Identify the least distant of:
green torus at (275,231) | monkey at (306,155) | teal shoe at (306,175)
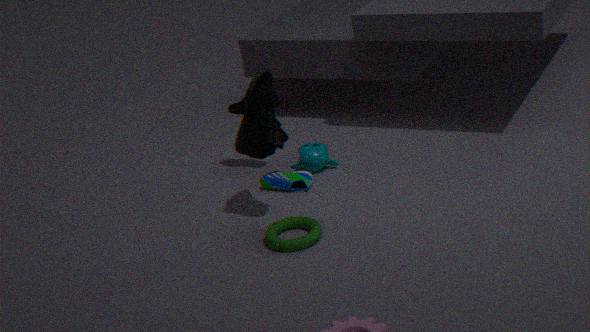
green torus at (275,231)
